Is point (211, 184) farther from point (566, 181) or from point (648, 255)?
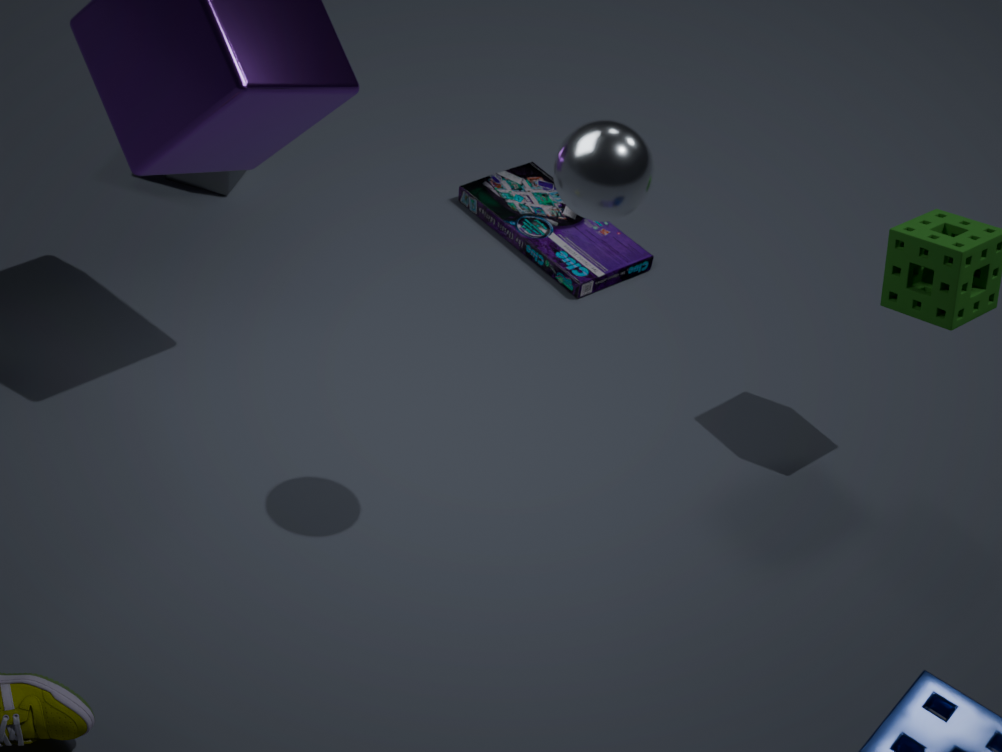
point (566, 181)
